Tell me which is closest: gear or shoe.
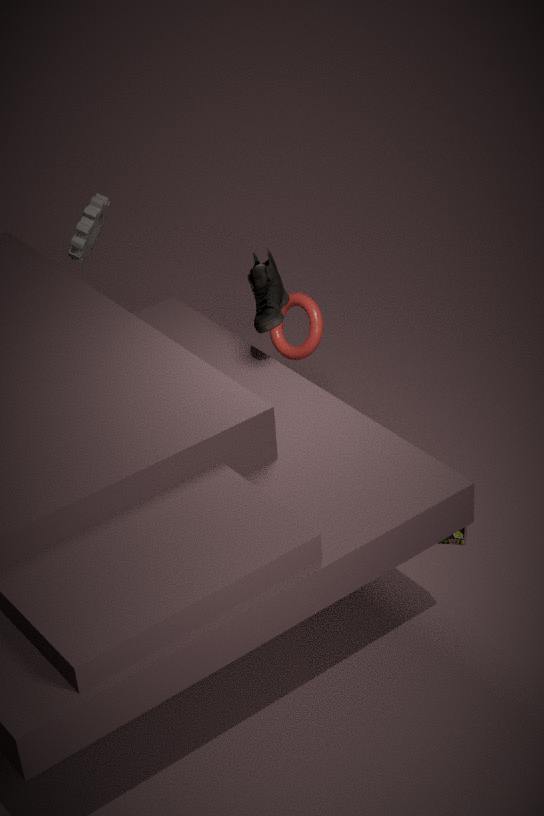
shoe
